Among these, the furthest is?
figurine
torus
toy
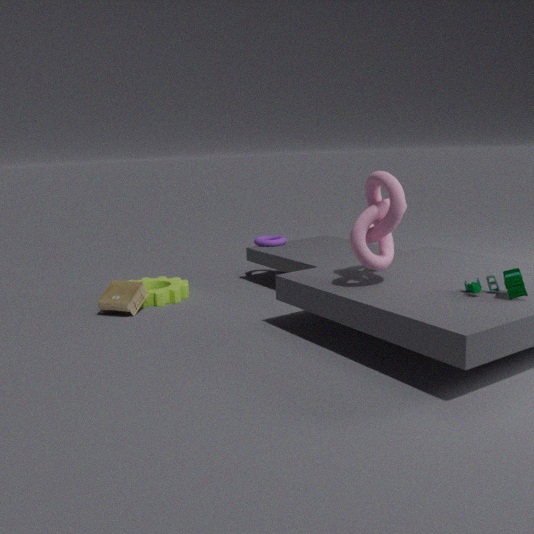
torus
